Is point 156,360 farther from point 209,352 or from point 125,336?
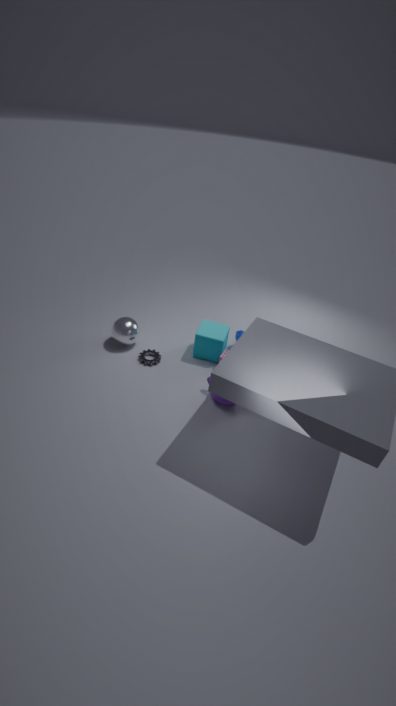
point 209,352
